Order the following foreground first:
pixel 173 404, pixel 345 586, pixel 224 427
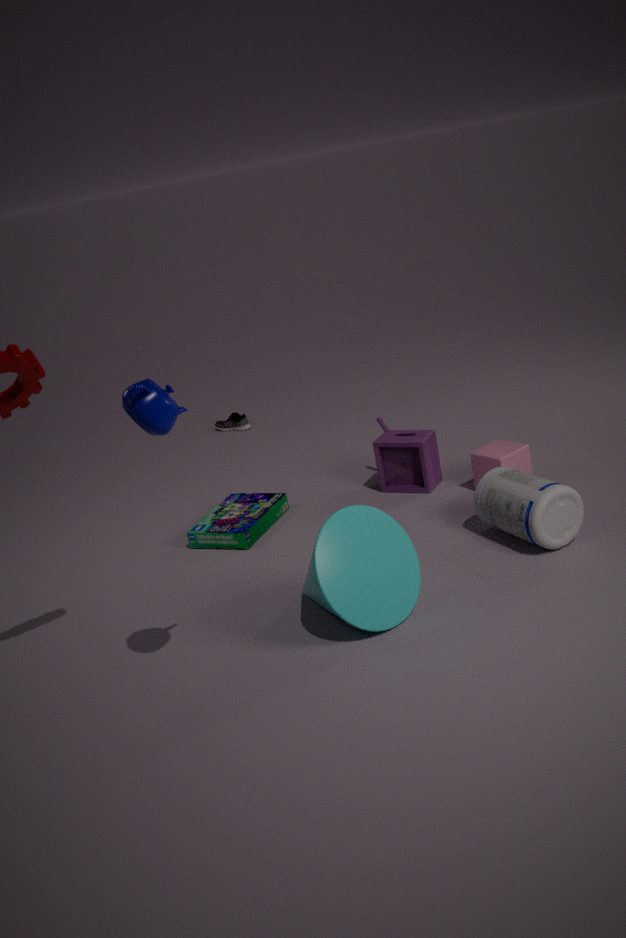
pixel 173 404, pixel 345 586, pixel 224 427
